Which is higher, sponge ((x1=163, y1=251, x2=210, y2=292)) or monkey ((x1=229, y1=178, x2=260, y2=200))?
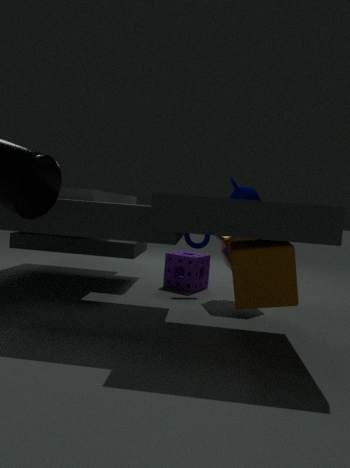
monkey ((x1=229, y1=178, x2=260, y2=200))
